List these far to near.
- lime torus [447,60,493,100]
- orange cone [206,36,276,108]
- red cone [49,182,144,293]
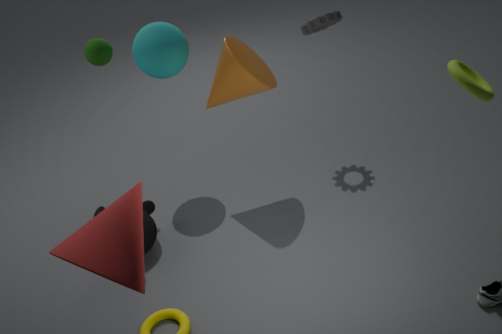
orange cone [206,36,276,108] → lime torus [447,60,493,100] → red cone [49,182,144,293]
